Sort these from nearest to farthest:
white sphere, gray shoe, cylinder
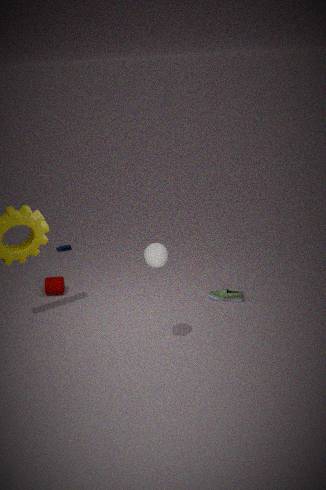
white sphere → gray shoe → cylinder
